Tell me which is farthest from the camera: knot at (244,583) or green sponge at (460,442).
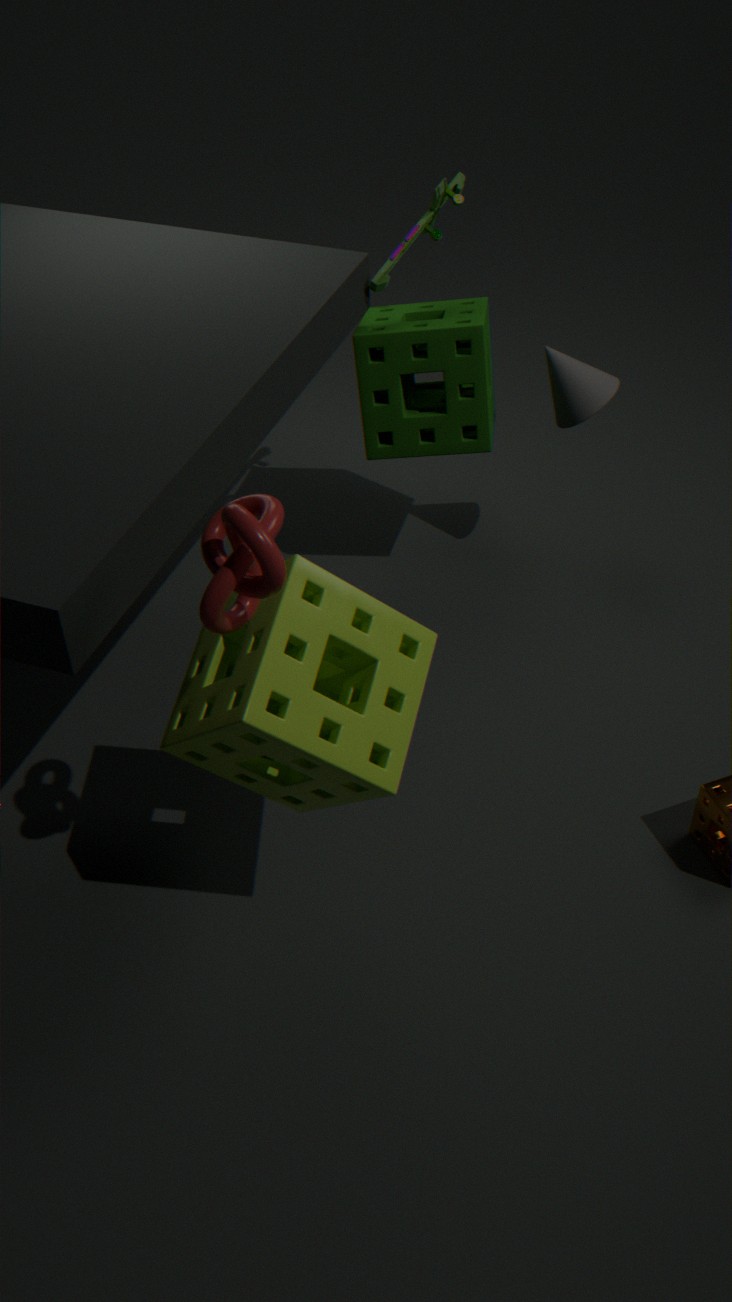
green sponge at (460,442)
